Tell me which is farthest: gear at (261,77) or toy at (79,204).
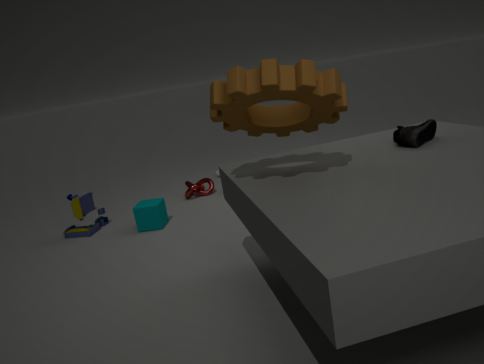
toy at (79,204)
